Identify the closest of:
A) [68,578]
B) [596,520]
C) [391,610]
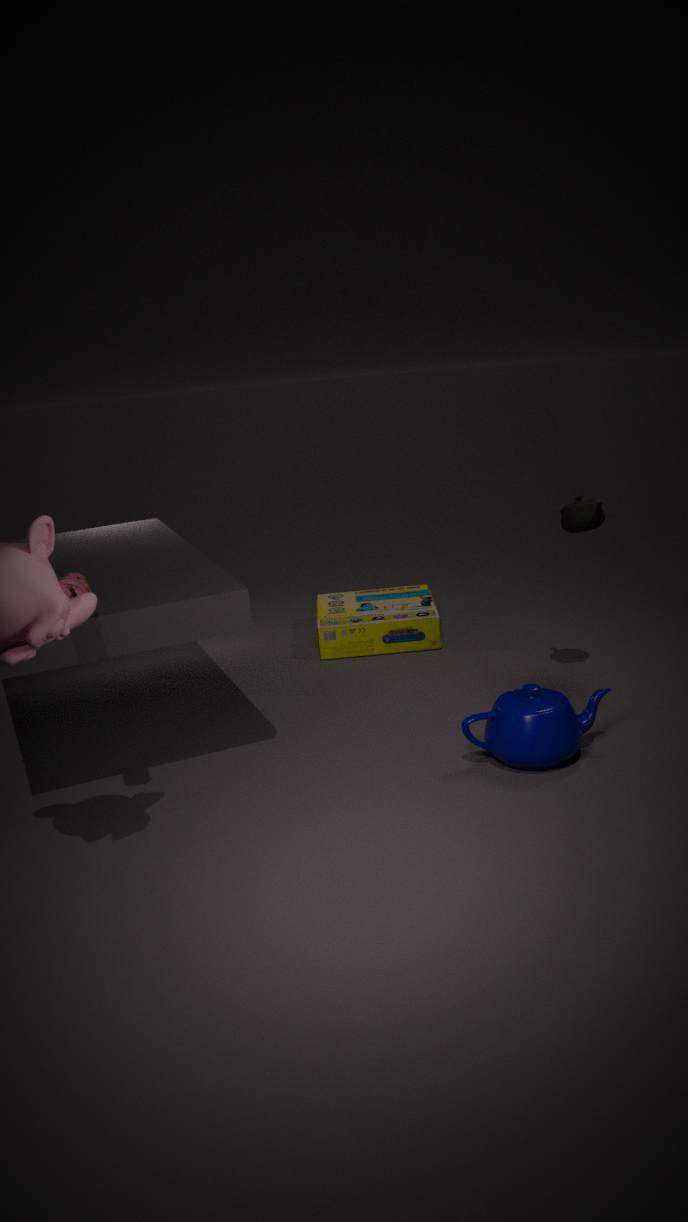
A. [68,578]
